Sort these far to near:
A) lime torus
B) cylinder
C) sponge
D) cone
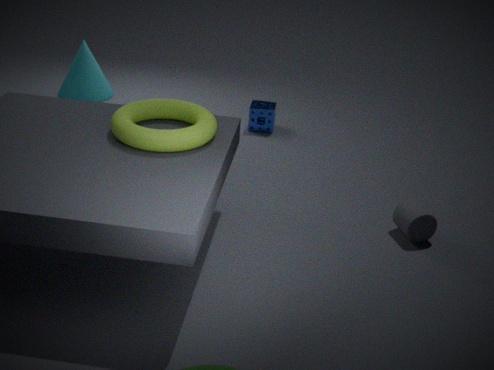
D. cone < C. sponge < B. cylinder < A. lime torus
